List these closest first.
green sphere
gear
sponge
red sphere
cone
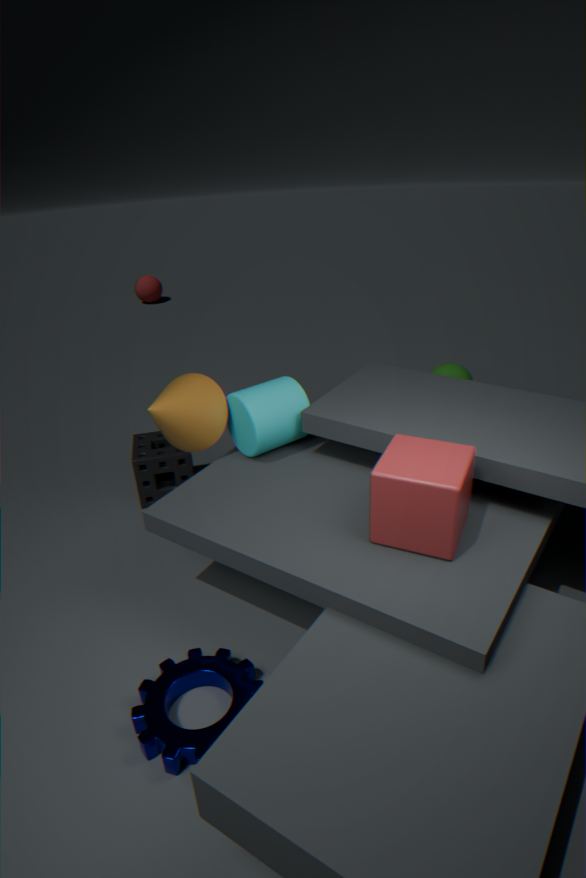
gear < cone < sponge < green sphere < red sphere
